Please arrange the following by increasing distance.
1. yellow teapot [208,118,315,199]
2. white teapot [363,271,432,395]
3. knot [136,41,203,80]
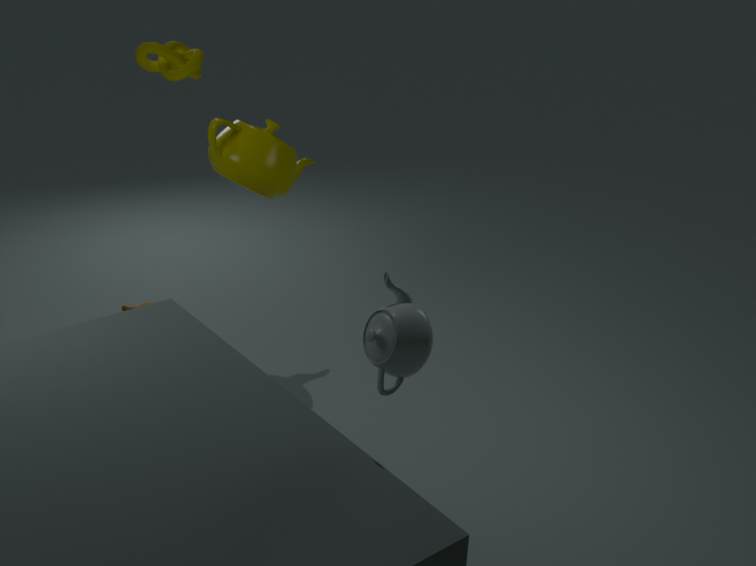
white teapot [363,271,432,395] → yellow teapot [208,118,315,199] → knot [136,41,203,80]
